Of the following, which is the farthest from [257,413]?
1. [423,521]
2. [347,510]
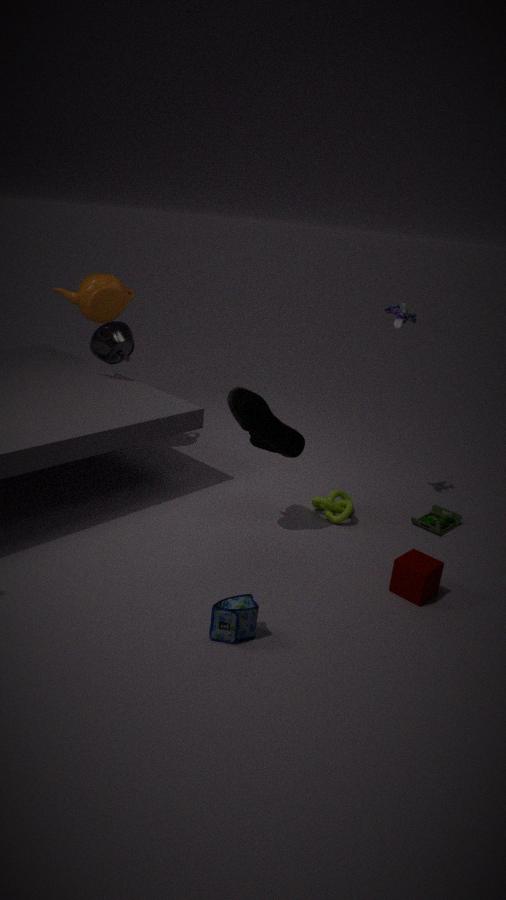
[423,521]
